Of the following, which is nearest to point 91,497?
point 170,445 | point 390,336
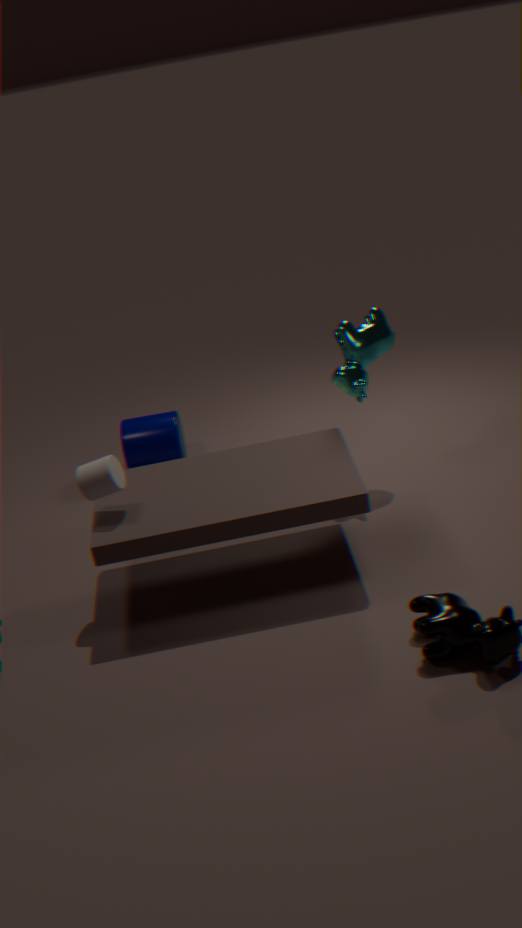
point 170,445
